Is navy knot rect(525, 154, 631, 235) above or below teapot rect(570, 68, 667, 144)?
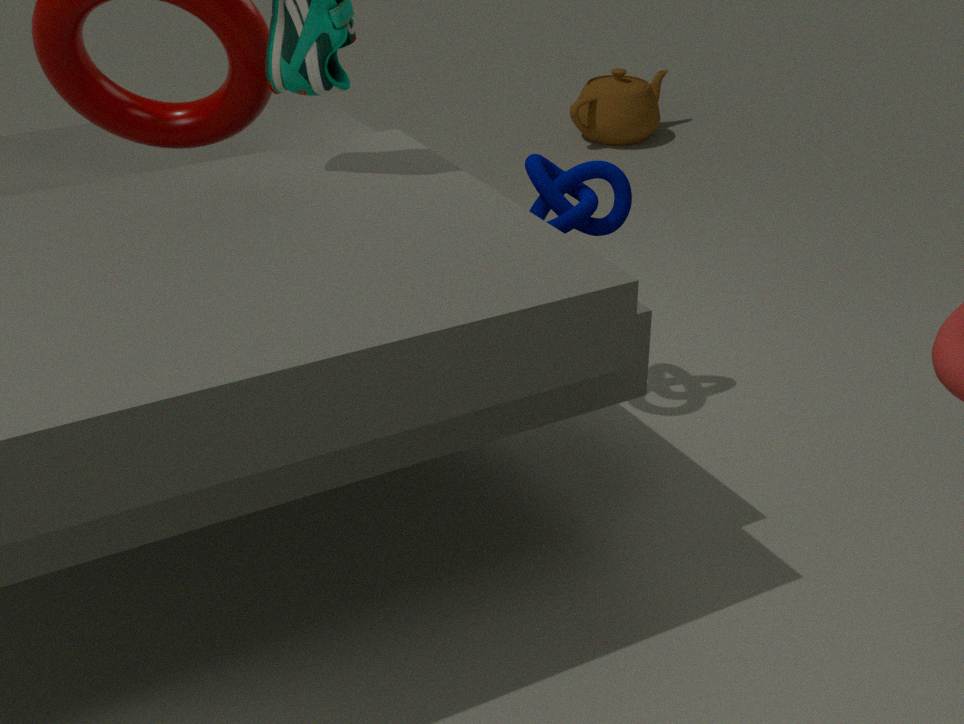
above
